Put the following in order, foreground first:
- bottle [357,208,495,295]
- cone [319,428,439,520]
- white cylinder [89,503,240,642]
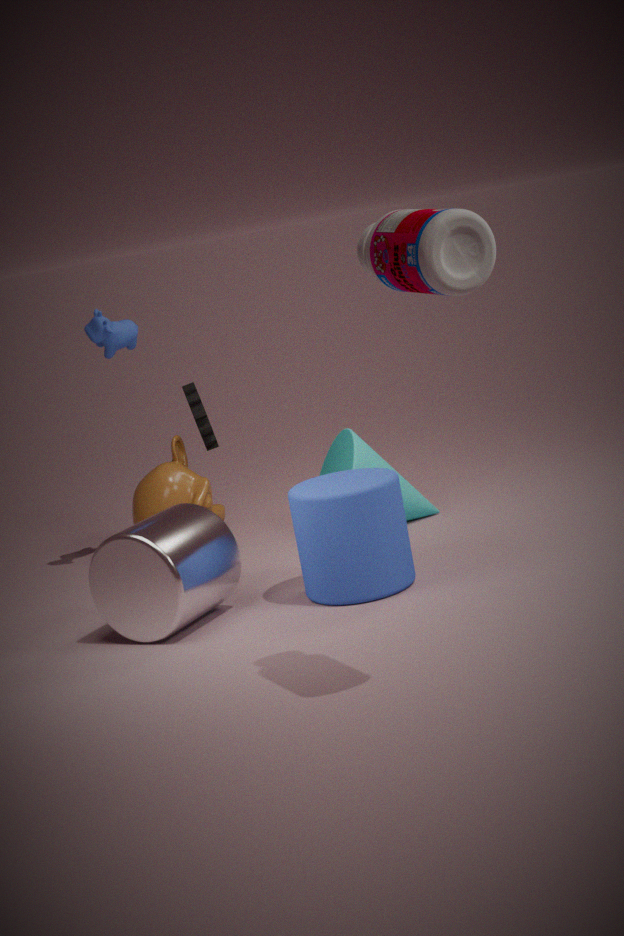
bottle [357,208,495,295], white cylinder [89,503,240,642], cone [319,428,439,520]
